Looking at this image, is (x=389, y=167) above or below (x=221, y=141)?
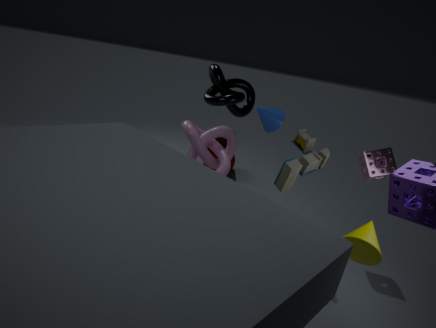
above
